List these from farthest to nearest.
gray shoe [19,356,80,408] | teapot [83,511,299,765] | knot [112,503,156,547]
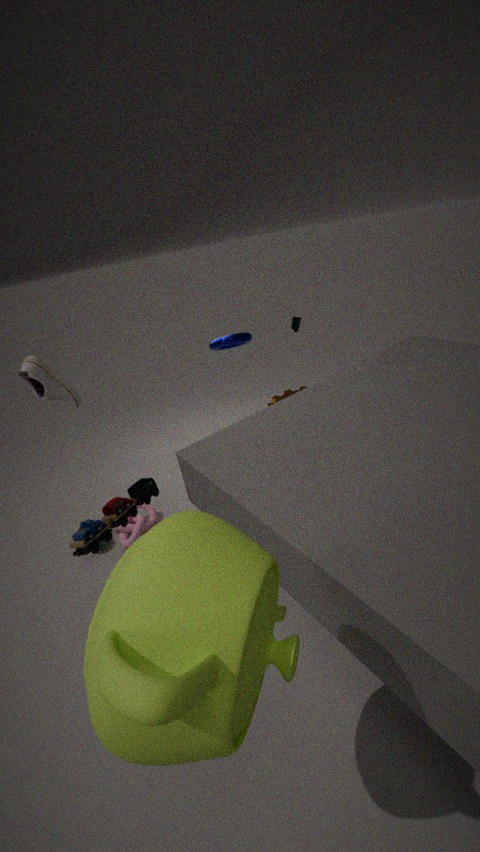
knot [112,503,156,547] < gray shoe [19,356,80,408] < teapot [83,511,299,765]
